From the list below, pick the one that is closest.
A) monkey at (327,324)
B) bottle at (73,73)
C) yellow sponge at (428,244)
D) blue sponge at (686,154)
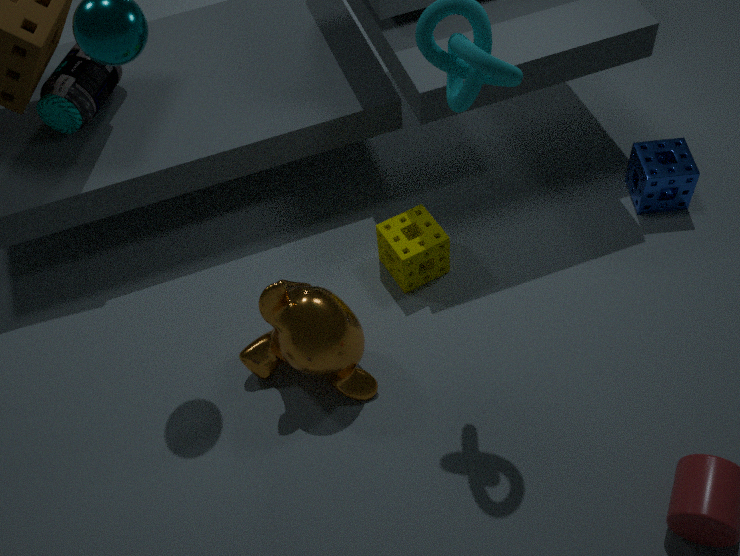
A. monkey at (327,324)
